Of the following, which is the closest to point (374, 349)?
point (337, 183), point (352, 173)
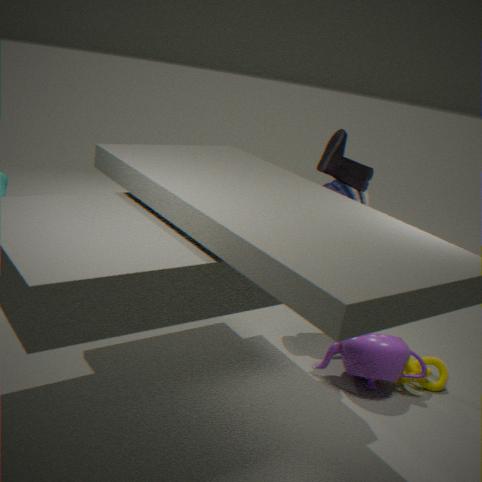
point (337, 183)
